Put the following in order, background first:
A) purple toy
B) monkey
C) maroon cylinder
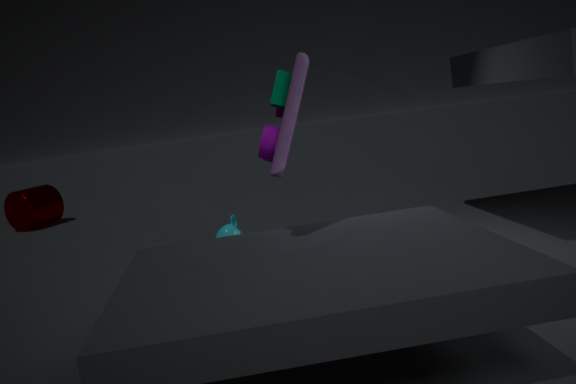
maroon cylinder, monkey, purple toy
